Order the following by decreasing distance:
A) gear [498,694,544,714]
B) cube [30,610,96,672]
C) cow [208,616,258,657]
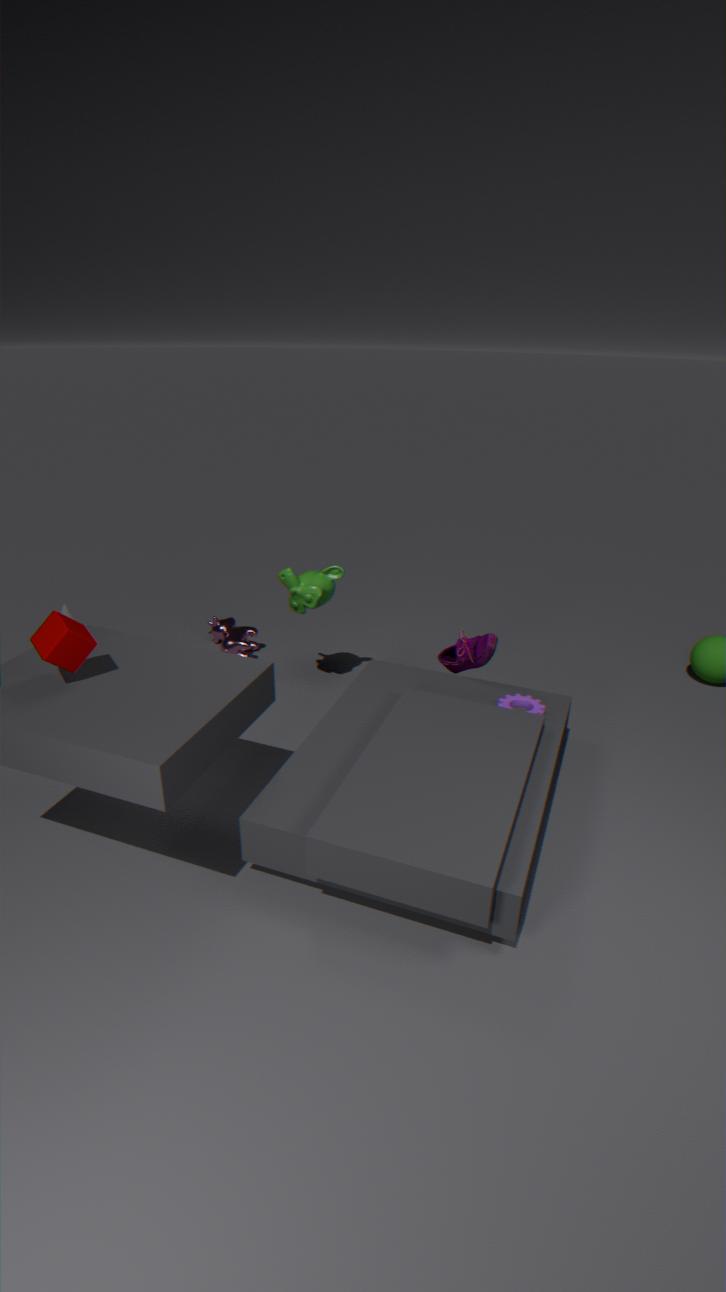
cow [208,616,258,657], gear [498,694,544,714], cube [30,610,96,672]
